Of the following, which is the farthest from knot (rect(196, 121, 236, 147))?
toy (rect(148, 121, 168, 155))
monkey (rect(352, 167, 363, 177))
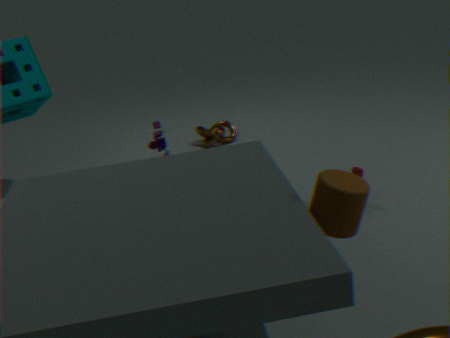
toy (rect(148, 121, 168, 155))
